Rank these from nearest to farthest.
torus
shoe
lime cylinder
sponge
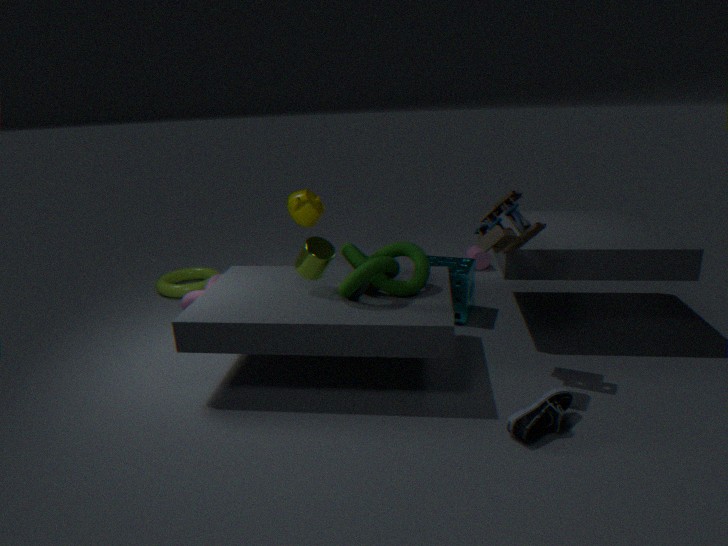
shoe, lime cylinder, sponge, torus
